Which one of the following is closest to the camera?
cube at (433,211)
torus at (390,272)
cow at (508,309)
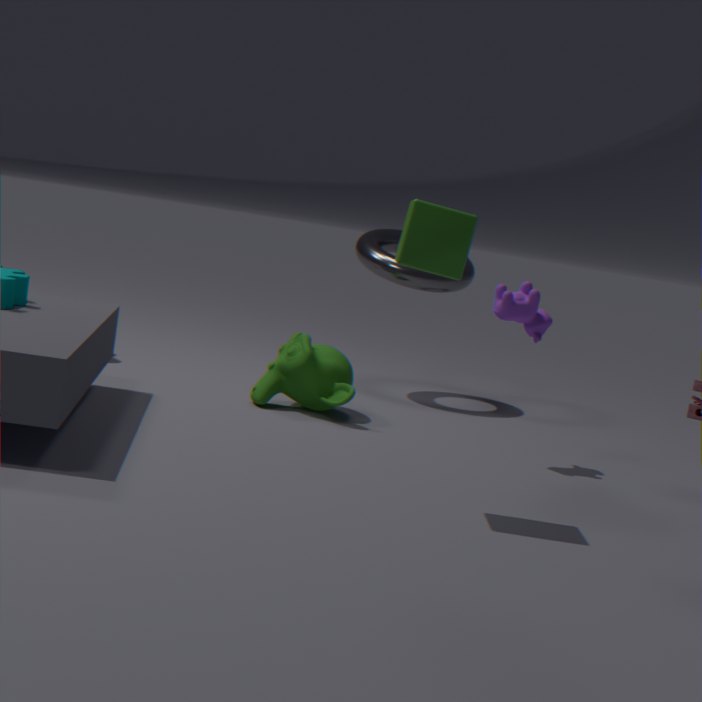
cube at (433,211)
